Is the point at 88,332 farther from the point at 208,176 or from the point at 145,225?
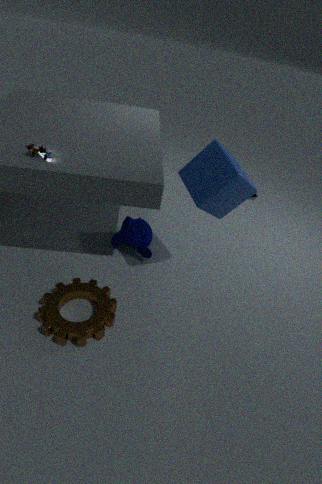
the point at 208,176
